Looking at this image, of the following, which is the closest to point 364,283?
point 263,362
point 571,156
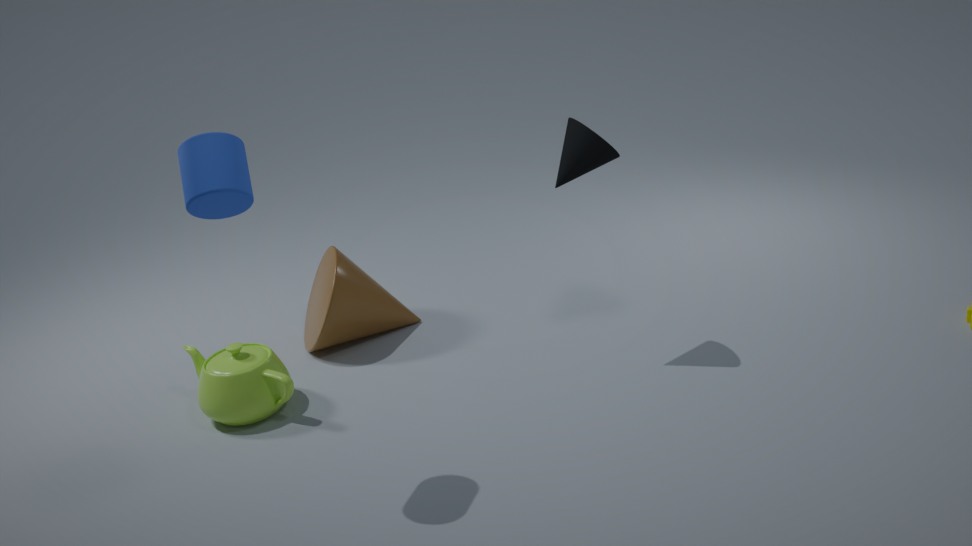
point 263,362
